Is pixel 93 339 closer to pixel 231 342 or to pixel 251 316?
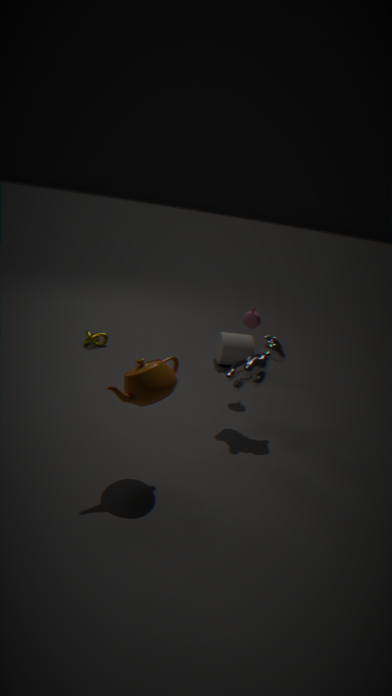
pixel 231 342
